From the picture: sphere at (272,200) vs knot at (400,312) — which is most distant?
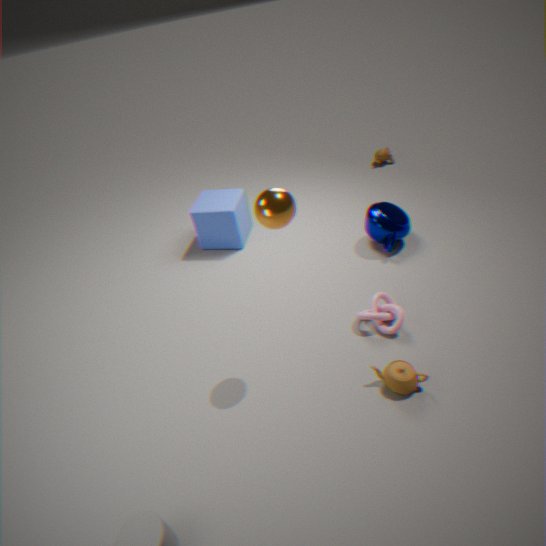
knot at (400,312)
